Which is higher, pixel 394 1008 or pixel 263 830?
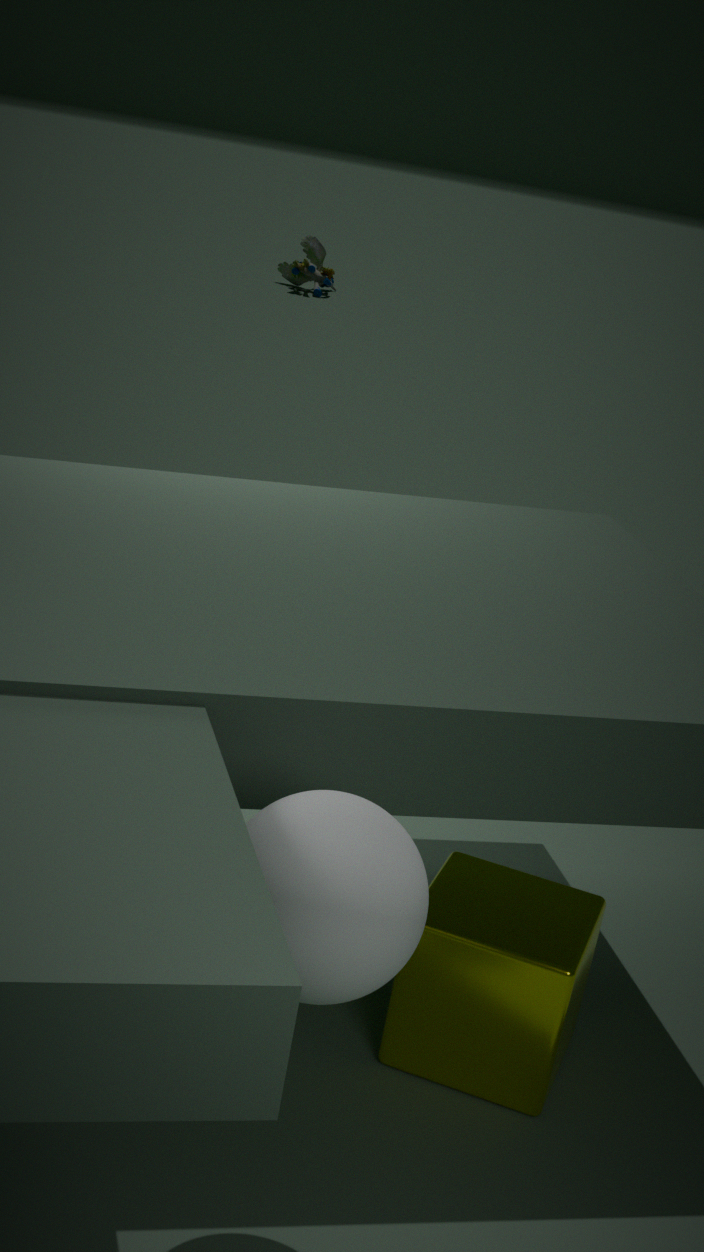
pixel 263 830
